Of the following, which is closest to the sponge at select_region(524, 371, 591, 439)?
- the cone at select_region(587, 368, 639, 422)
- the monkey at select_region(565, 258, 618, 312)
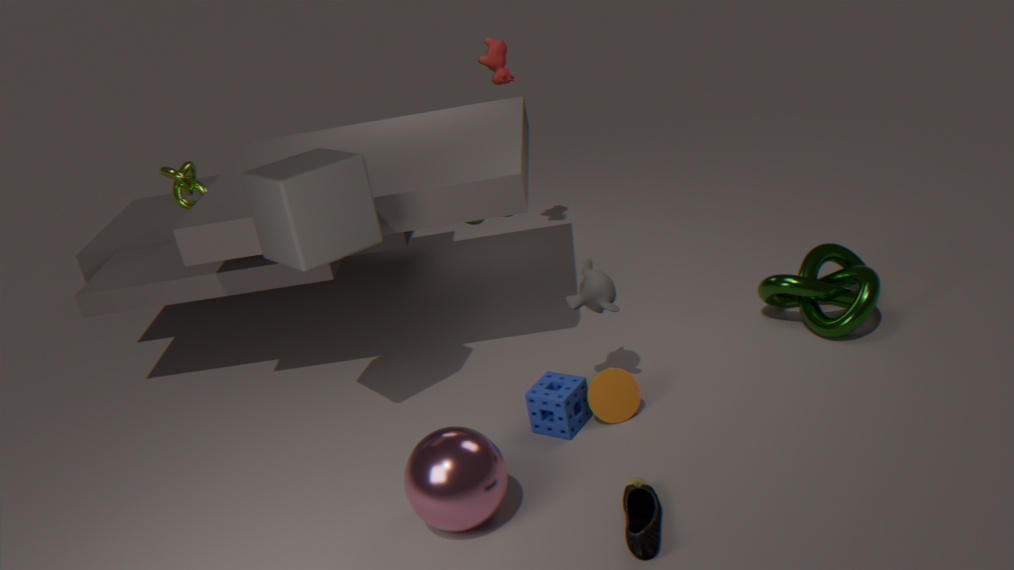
the cone at select_region(587, 368, 639, 422)
